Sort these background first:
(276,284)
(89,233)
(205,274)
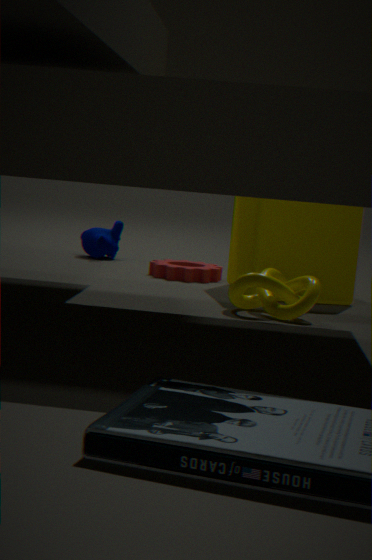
(89,233)
(205,274)
(276,284)
